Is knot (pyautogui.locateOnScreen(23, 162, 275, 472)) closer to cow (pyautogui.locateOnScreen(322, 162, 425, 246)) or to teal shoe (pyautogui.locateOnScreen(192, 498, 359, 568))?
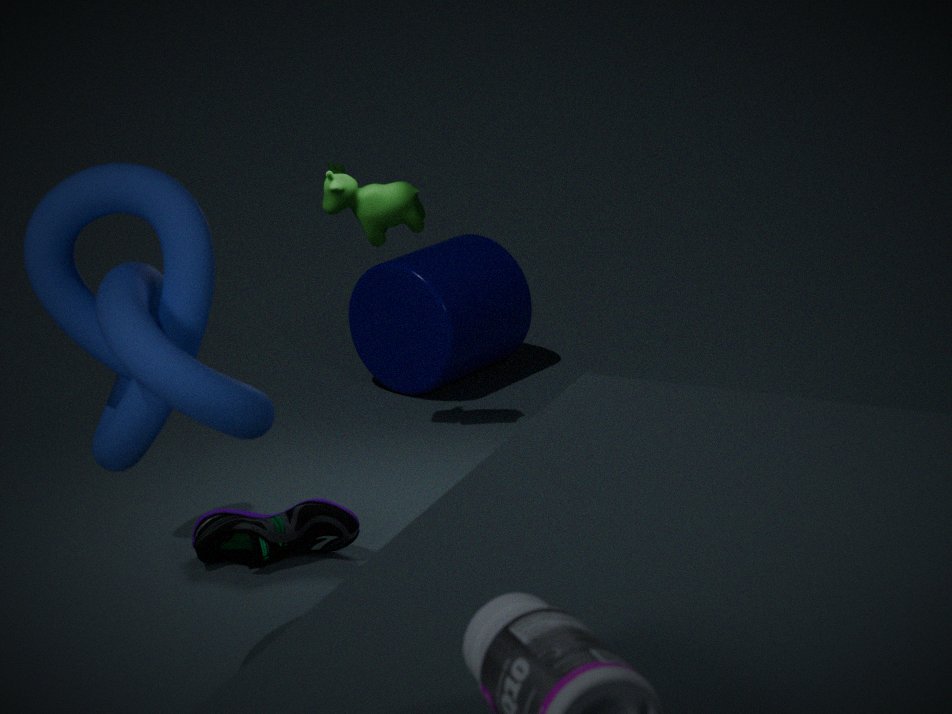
teal shoe (pyautogui.locateOnScreen(192, 498, 359, 568))
